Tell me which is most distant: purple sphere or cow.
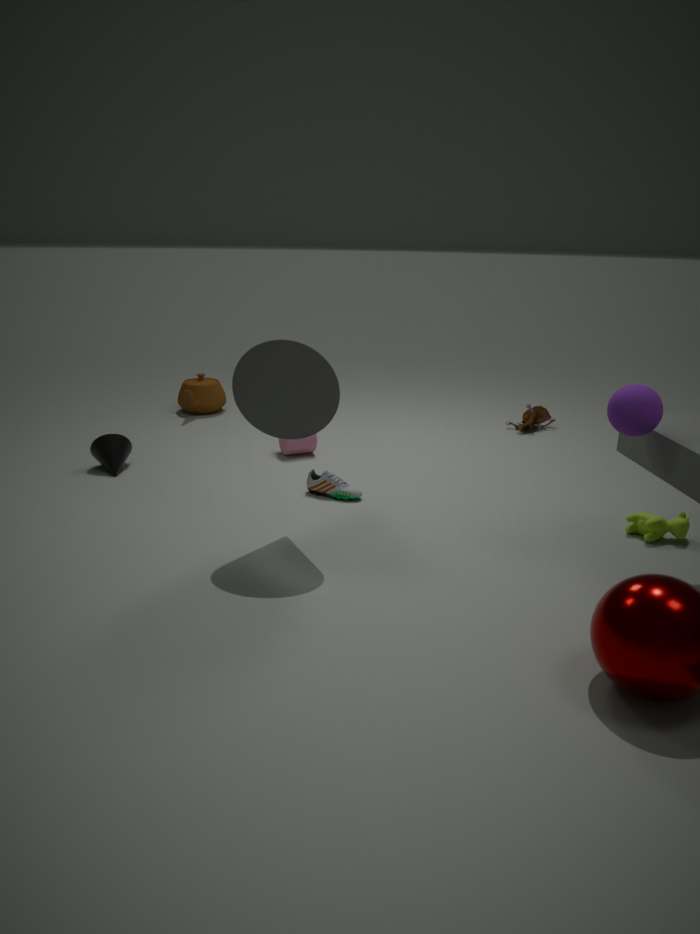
cow
